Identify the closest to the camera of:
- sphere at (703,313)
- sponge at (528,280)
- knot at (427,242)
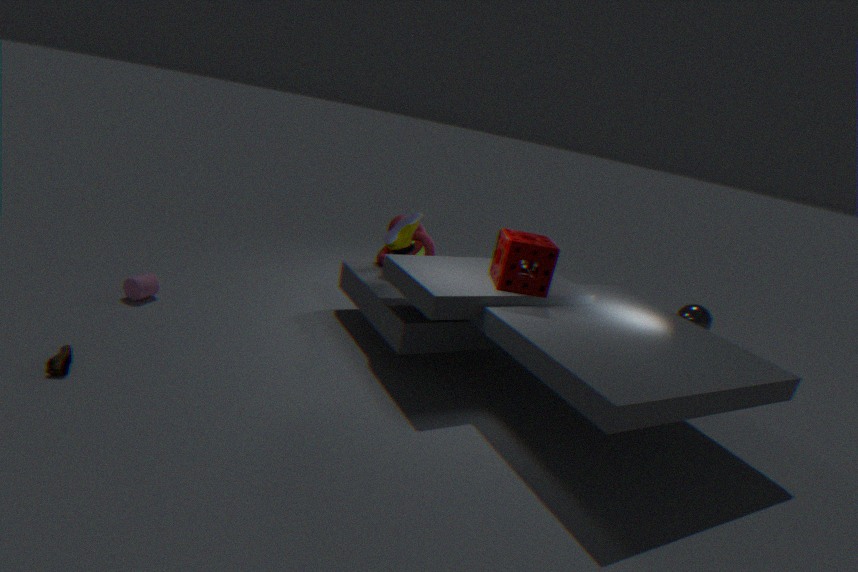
sponge at (528,280)
